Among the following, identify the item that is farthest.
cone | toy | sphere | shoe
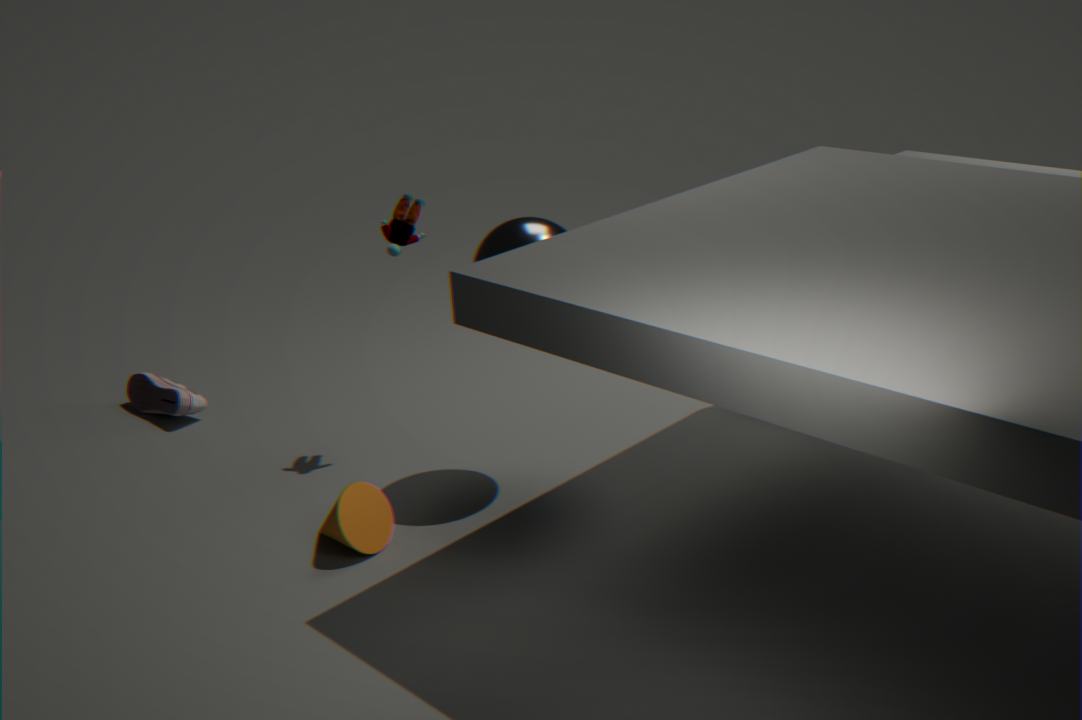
shoe
